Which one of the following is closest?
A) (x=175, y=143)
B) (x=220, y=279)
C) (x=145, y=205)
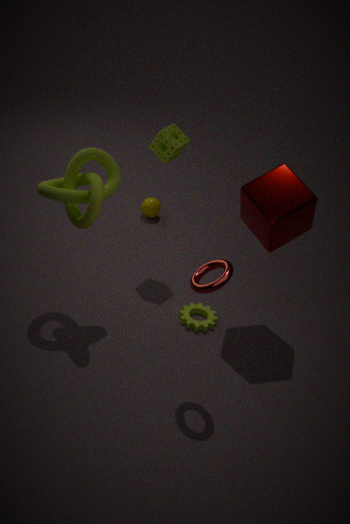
(x=220, y=279)
